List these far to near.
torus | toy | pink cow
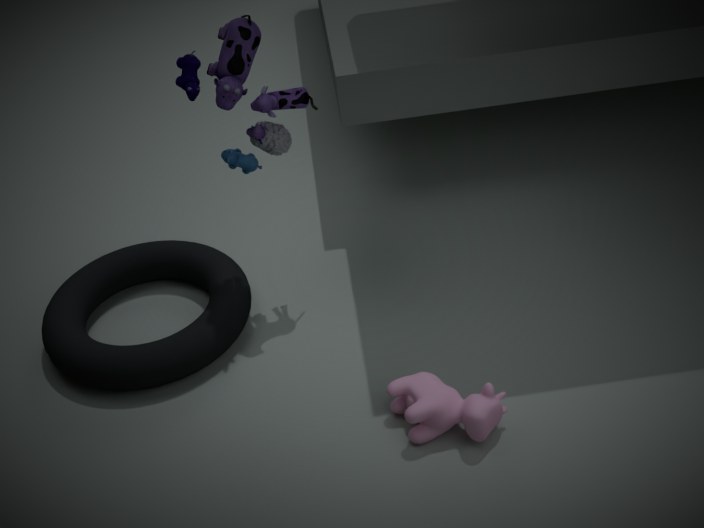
torus → toy → pink cow
